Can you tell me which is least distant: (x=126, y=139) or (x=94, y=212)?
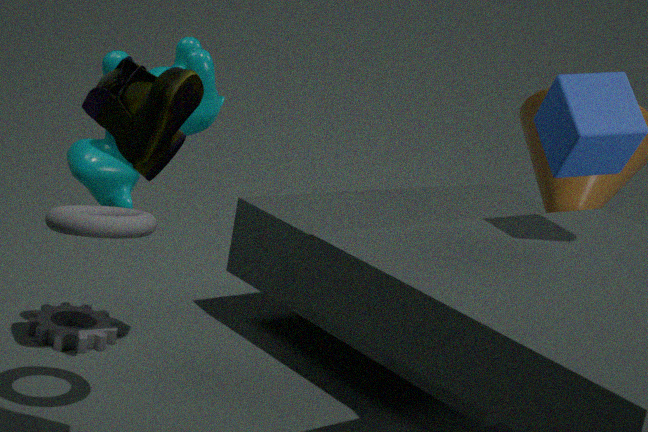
(x=126, y=139)
